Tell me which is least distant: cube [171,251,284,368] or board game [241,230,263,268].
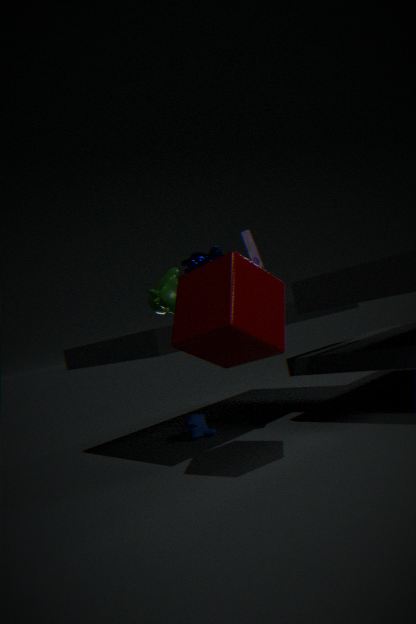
cube [171,251,284,368]
